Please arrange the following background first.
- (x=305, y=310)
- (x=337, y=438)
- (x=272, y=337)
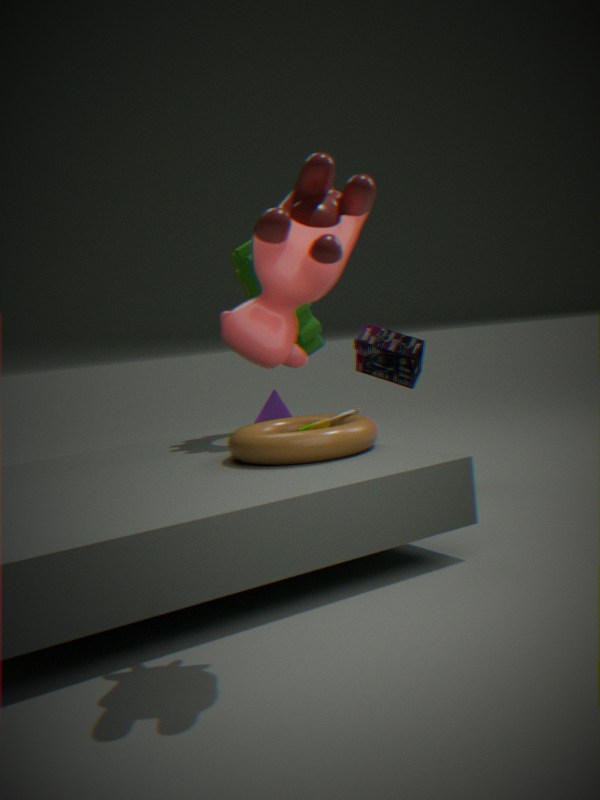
(x=305, y=310) < (x=337, y=438) < (x=272, y=337)
